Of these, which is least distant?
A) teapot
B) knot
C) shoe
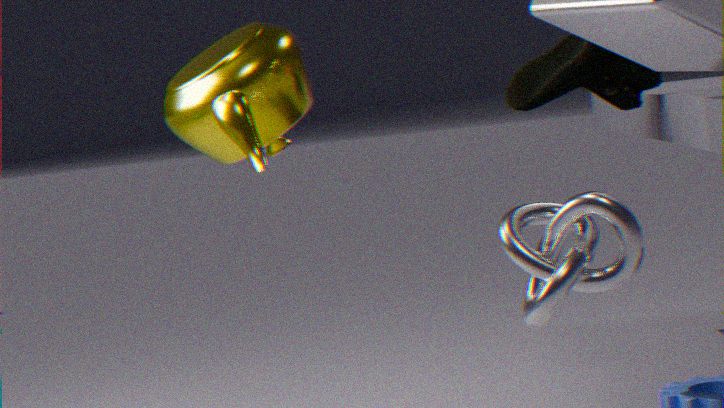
knot
